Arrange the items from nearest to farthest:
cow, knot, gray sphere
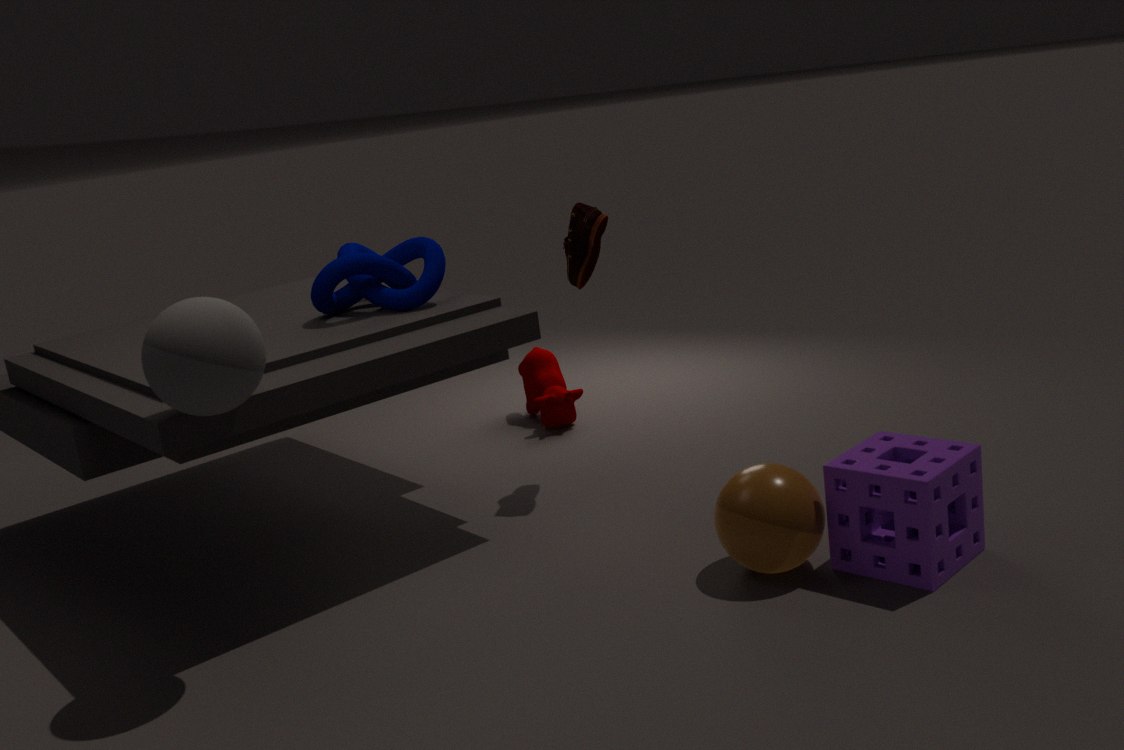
gray sphere, knot, cow
